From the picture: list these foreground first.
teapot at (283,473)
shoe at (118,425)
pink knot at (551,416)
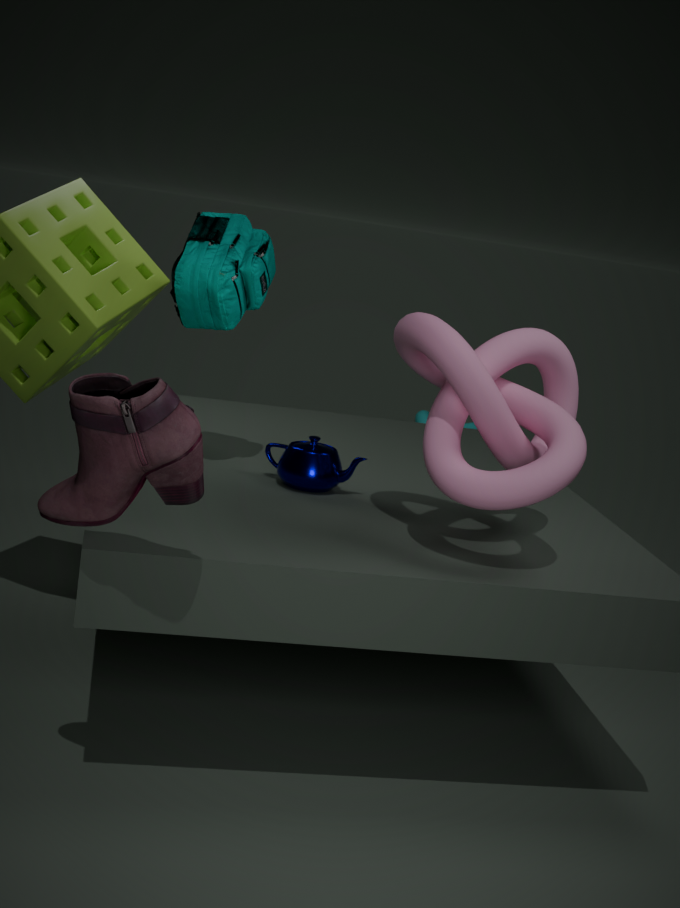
shoe at (118,425) → pink knot at (551,416) → teapot at (283,473)
